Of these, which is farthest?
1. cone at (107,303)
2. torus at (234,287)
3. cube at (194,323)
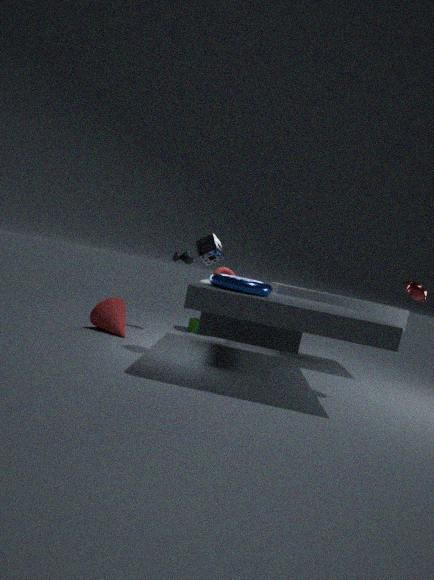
cube at (194,323)
